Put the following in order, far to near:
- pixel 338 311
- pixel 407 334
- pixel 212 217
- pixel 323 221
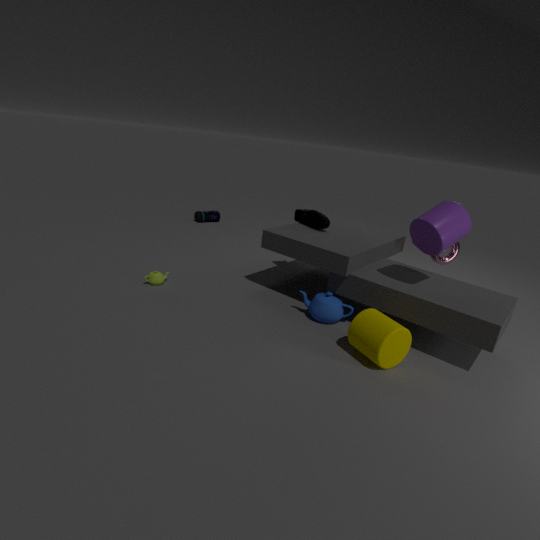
pixel 212 217, pixel 323 221, pixel 338 311, pixel 407 334
